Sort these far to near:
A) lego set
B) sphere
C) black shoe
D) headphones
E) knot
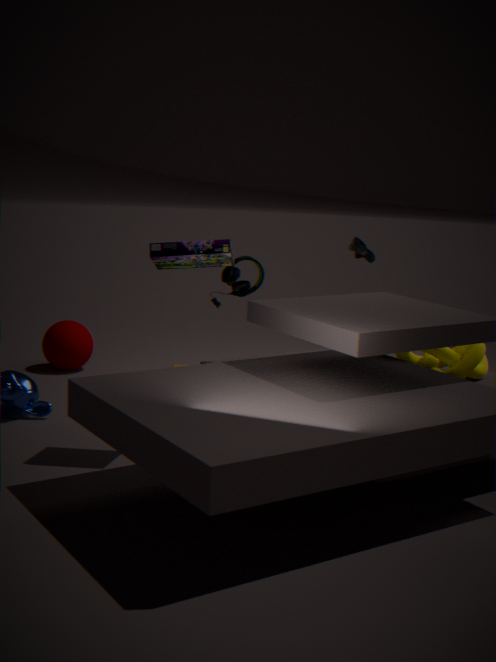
sphere, black shoe, headphones, knot, lego set
